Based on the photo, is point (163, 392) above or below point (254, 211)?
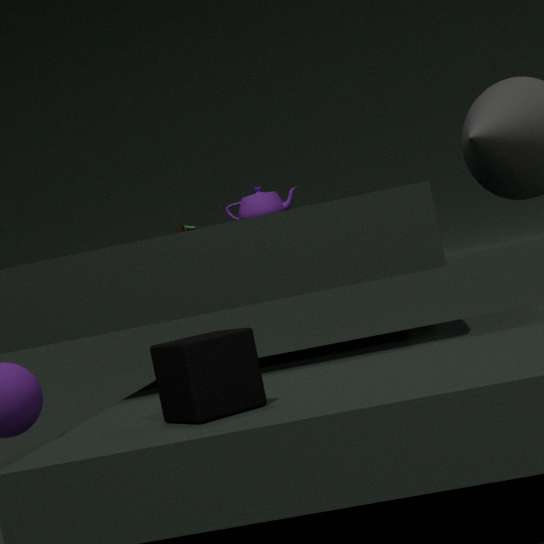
below
